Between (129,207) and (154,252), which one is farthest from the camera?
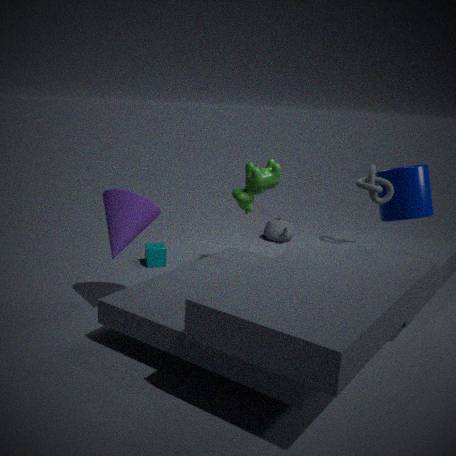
(154,252)
